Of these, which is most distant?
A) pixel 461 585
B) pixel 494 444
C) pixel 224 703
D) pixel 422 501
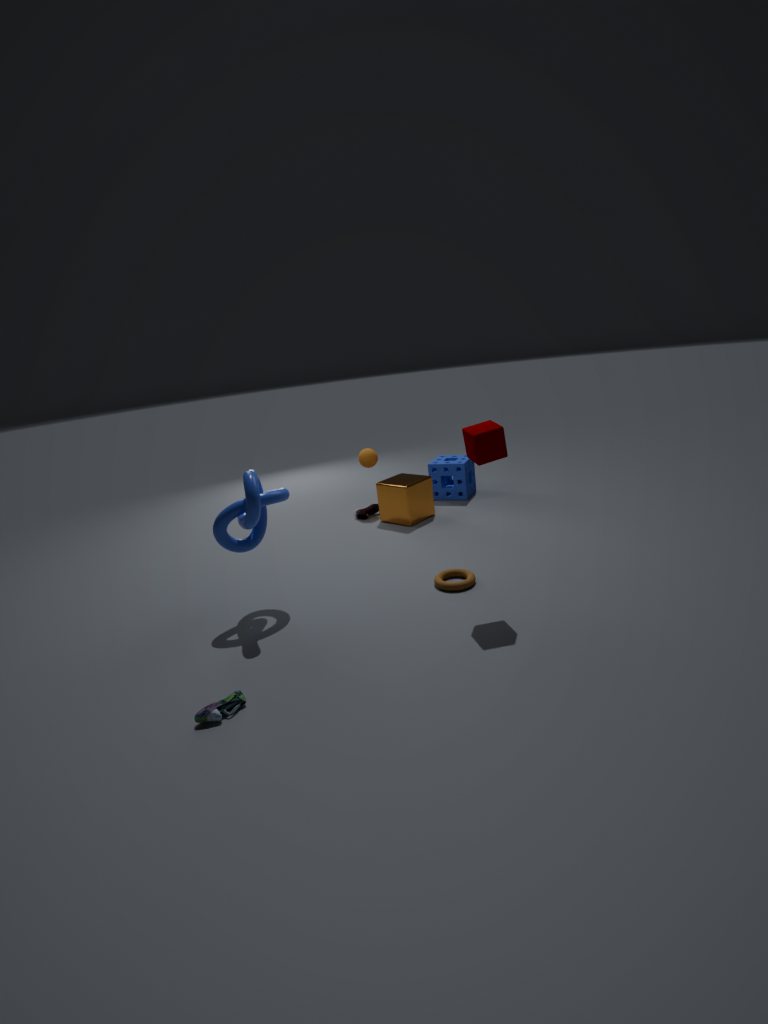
pixel 422 501
